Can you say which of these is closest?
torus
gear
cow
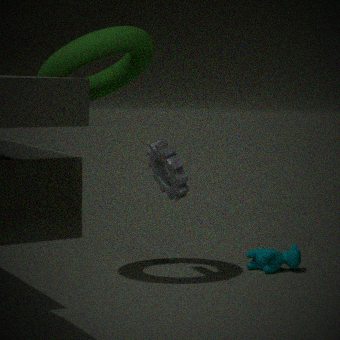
torus
